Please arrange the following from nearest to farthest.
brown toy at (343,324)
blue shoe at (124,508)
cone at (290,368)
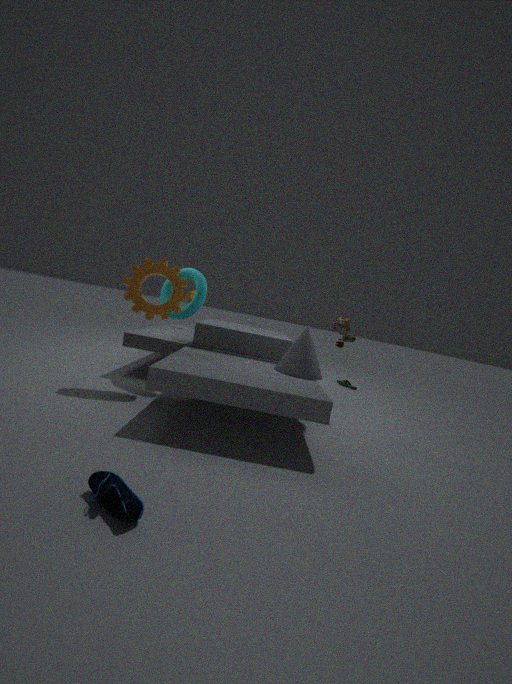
blue shoe at (124,508), cone at (290,368), brown toy at (343,324)
